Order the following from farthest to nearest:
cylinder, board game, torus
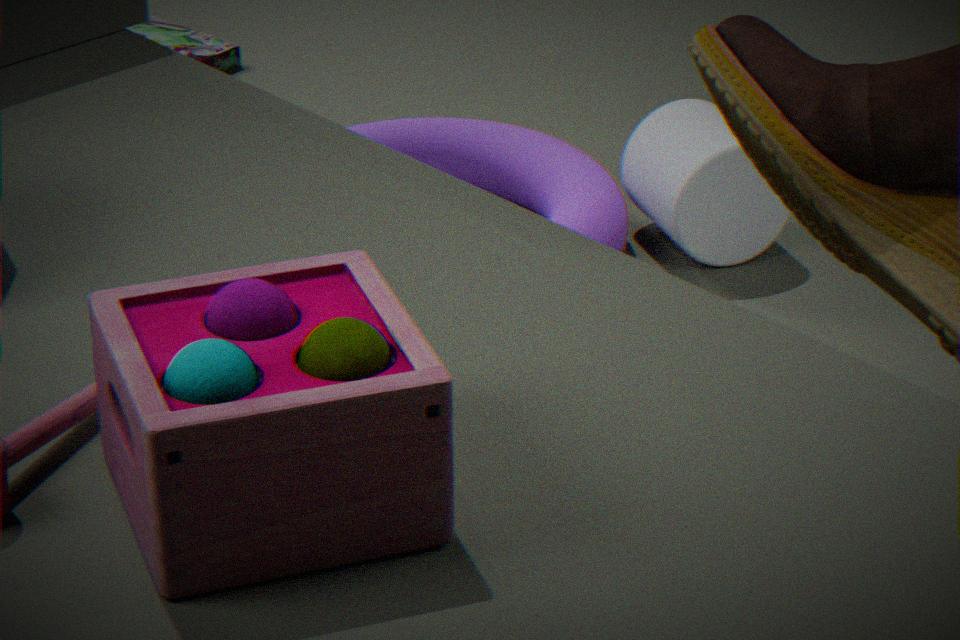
1. board game
2. torus
3. cylinder
